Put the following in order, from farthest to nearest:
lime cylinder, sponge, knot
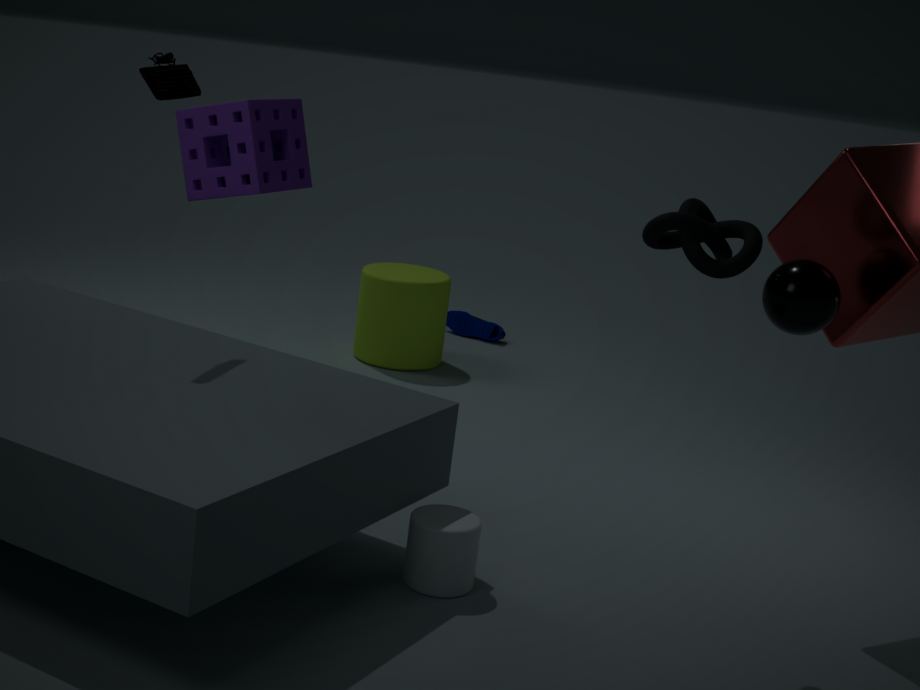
lime cylinder → knot → sponge
